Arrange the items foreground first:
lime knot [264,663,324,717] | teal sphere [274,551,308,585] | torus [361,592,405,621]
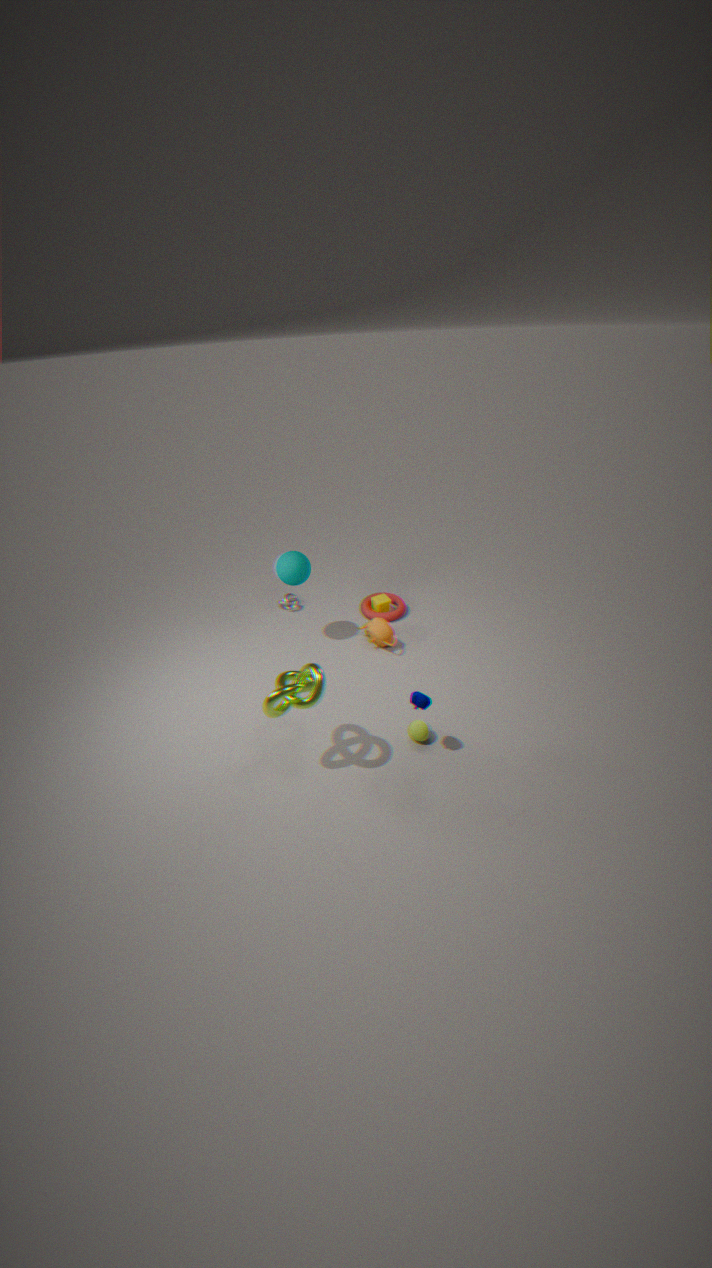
lime knot [264,663,324,717] < teal sphere [274,551,308,585] < torus [361,592,405,621]
